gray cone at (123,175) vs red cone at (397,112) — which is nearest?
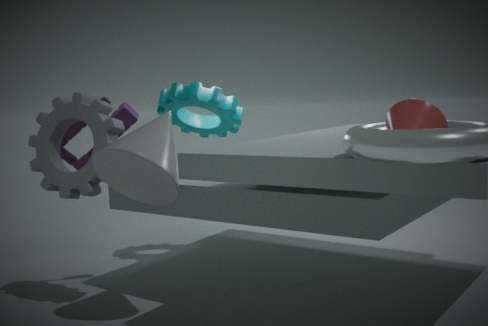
red cone at (397,112)
